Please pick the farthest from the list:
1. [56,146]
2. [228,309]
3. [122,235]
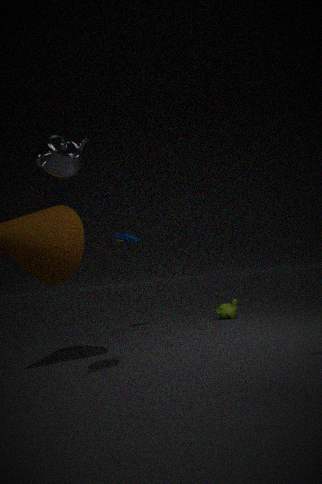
[228,309]
